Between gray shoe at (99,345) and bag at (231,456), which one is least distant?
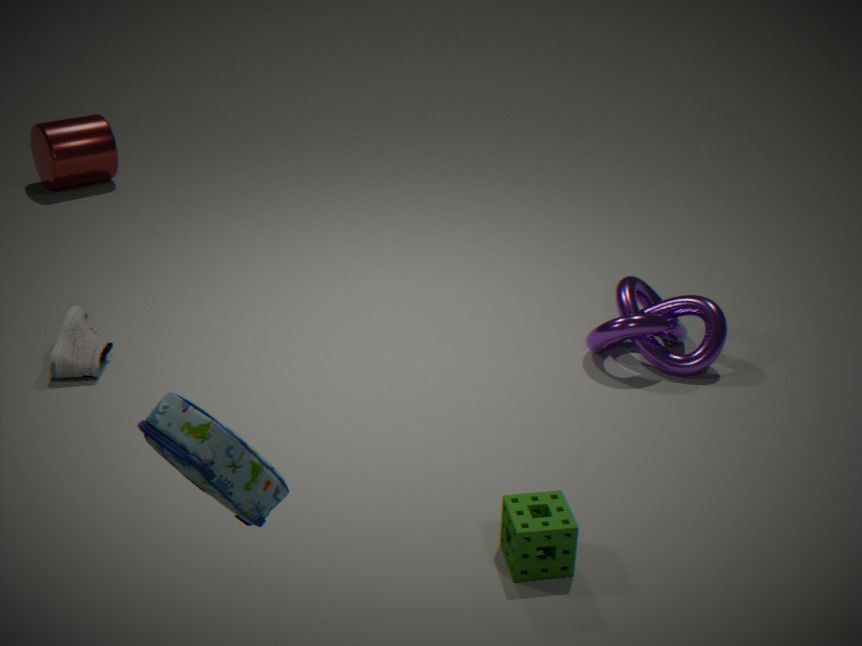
bag at (231,456)
